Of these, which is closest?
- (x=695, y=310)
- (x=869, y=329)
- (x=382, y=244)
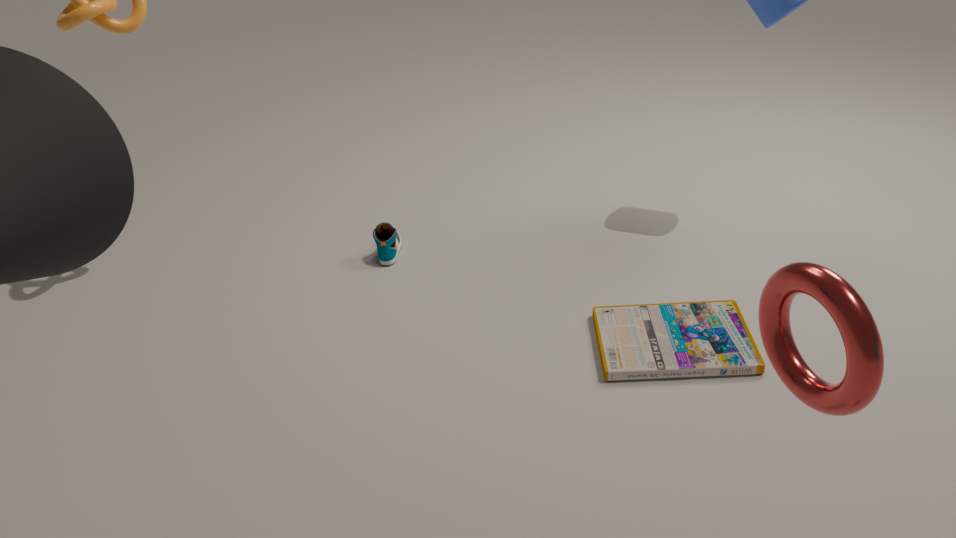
(x=869, y=329)
